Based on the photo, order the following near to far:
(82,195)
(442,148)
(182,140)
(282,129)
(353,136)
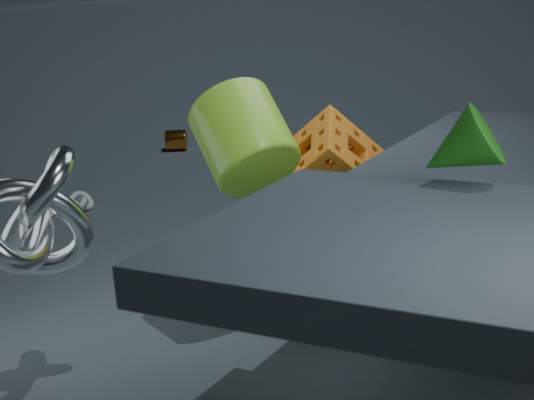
(442,148)
(282,129)
(353,136)
(82,195)
(182,140)
